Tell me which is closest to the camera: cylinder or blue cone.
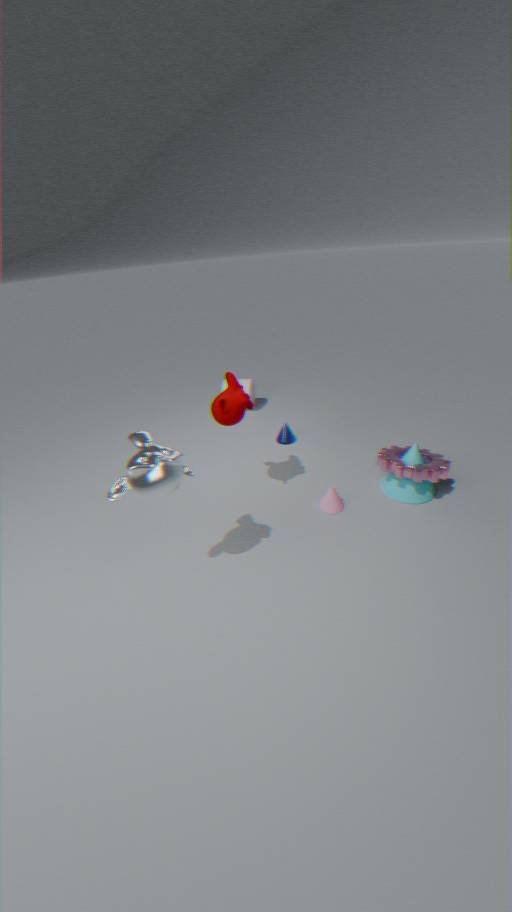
blue cone
